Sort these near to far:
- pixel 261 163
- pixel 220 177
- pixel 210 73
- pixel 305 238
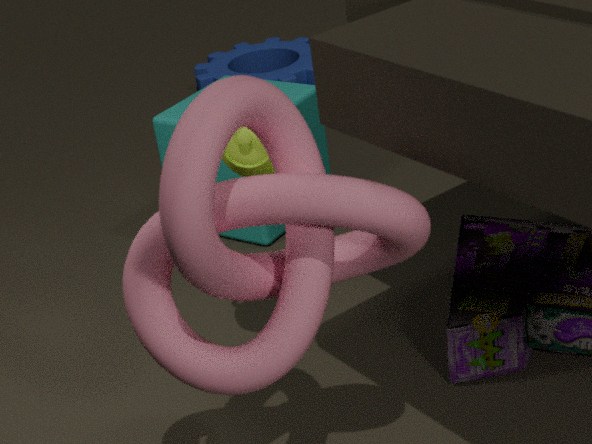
1. pixel 305 238
2. pixel 261 163
3. pixel 220 177
4. pixel 210 73
